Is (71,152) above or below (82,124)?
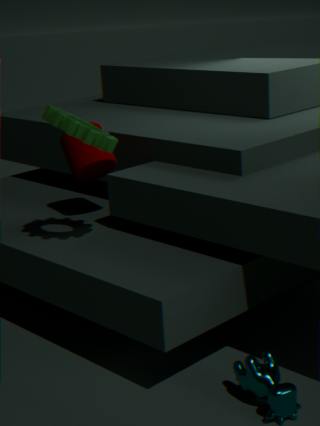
below
